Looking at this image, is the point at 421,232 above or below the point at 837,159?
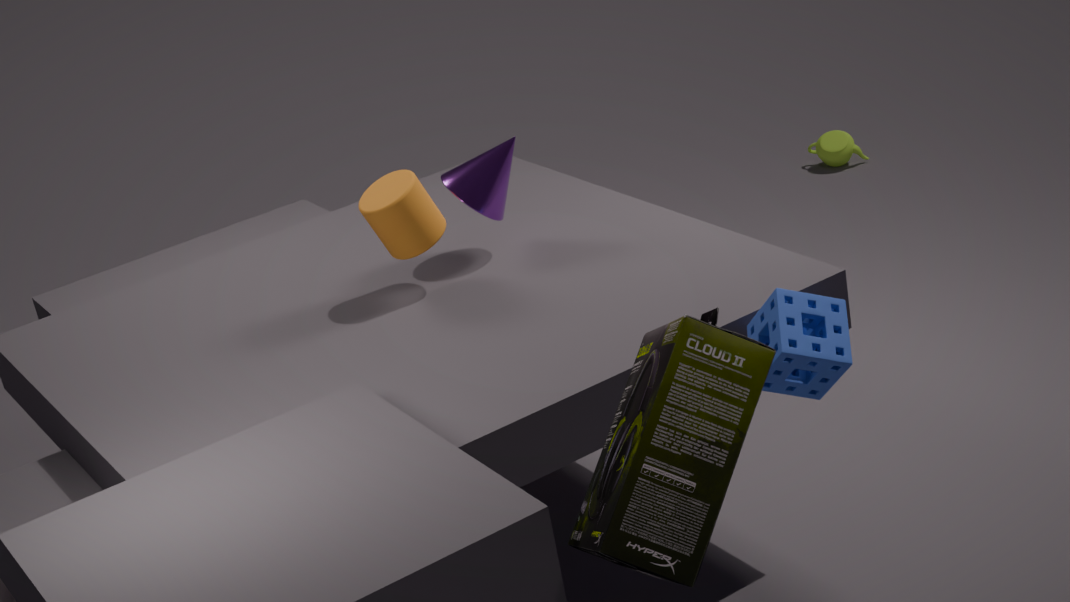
above
